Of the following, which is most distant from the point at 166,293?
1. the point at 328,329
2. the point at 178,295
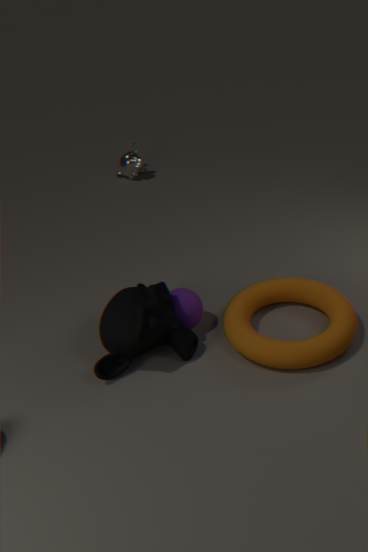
the point at 328,329
